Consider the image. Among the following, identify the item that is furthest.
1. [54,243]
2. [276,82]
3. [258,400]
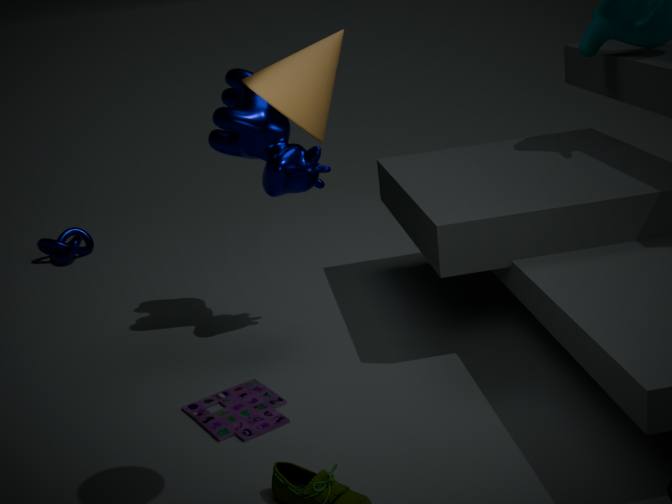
[54,243]
